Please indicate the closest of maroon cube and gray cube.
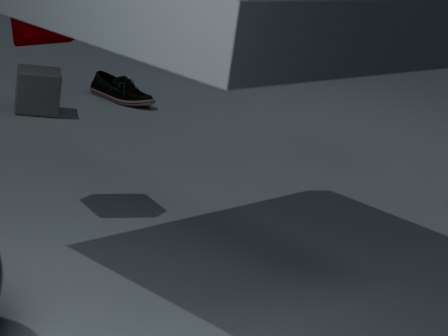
maroon cube
